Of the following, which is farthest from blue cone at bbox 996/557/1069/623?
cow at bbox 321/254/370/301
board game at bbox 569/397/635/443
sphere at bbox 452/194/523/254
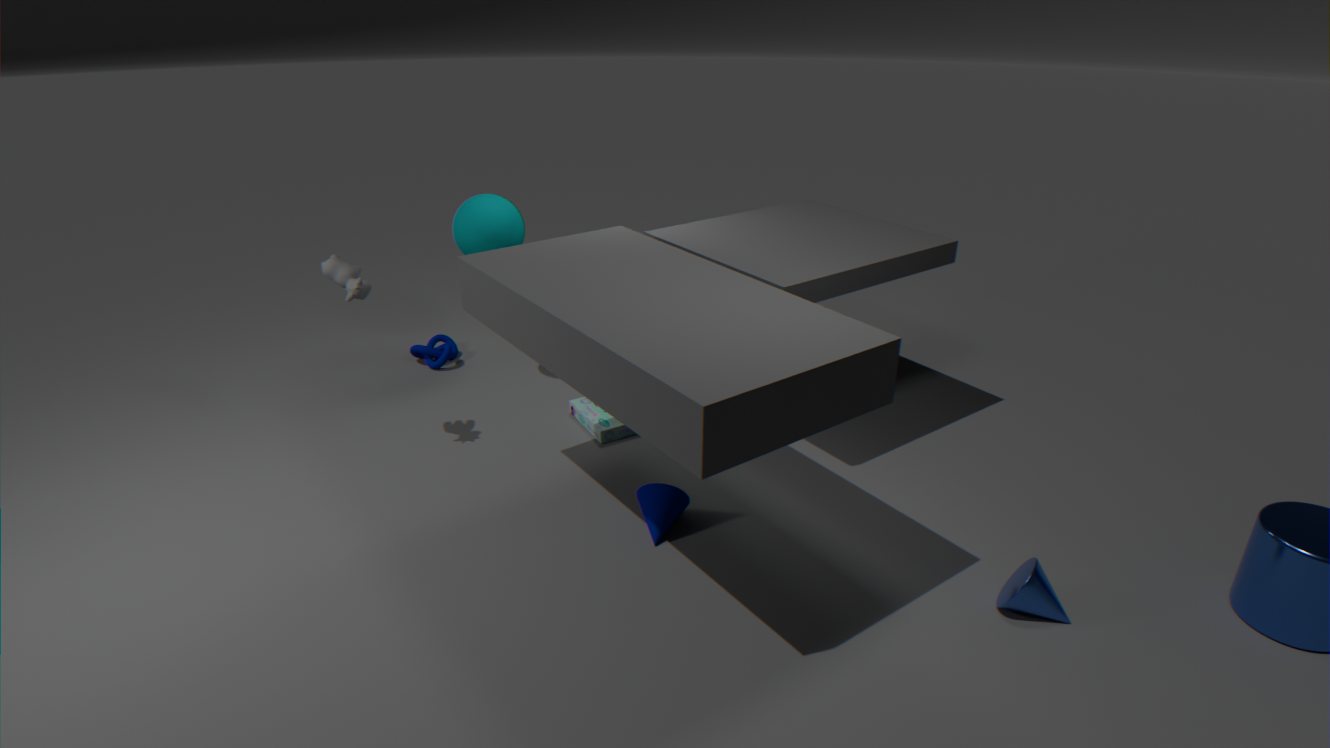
cow at bbox 321/254/370/301
